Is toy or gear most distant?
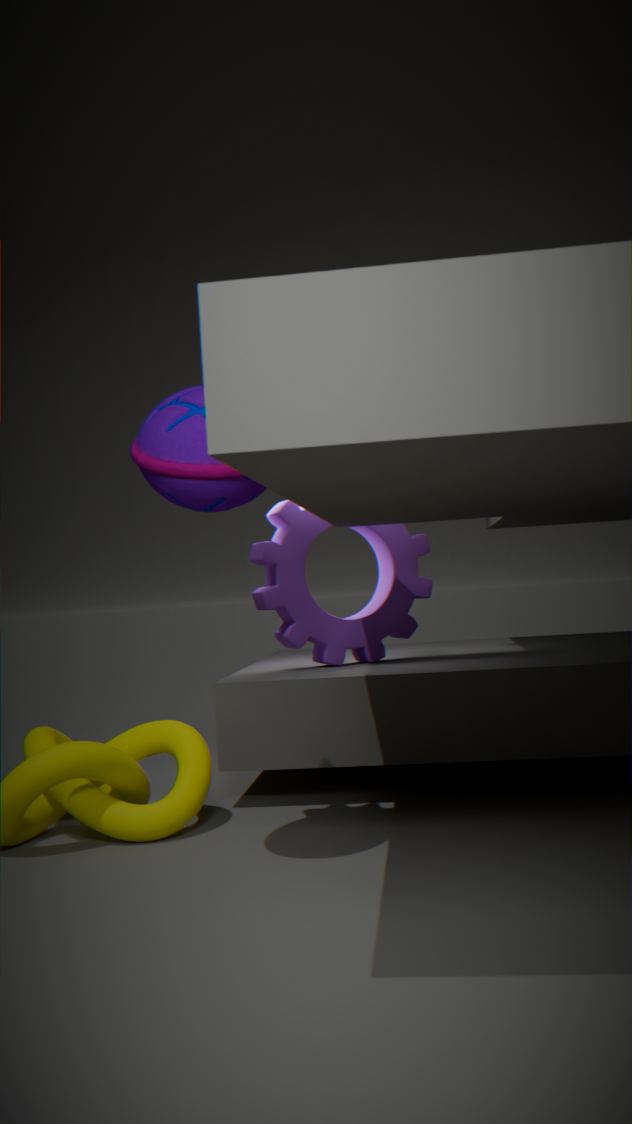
gear
